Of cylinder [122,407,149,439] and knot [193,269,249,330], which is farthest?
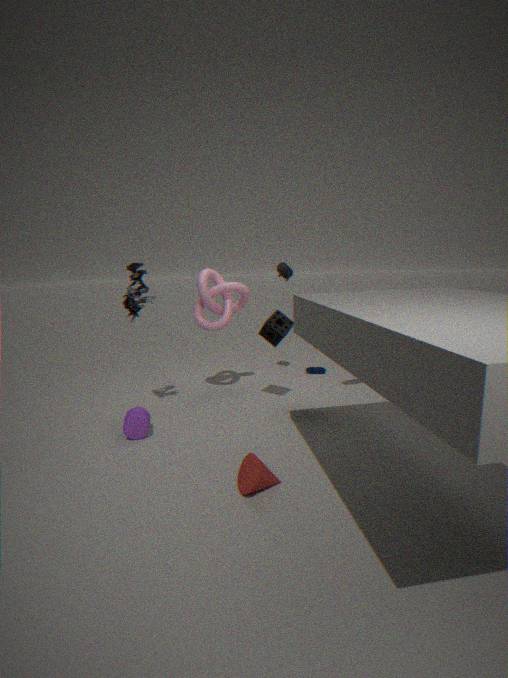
knot [193,269,249,330]
